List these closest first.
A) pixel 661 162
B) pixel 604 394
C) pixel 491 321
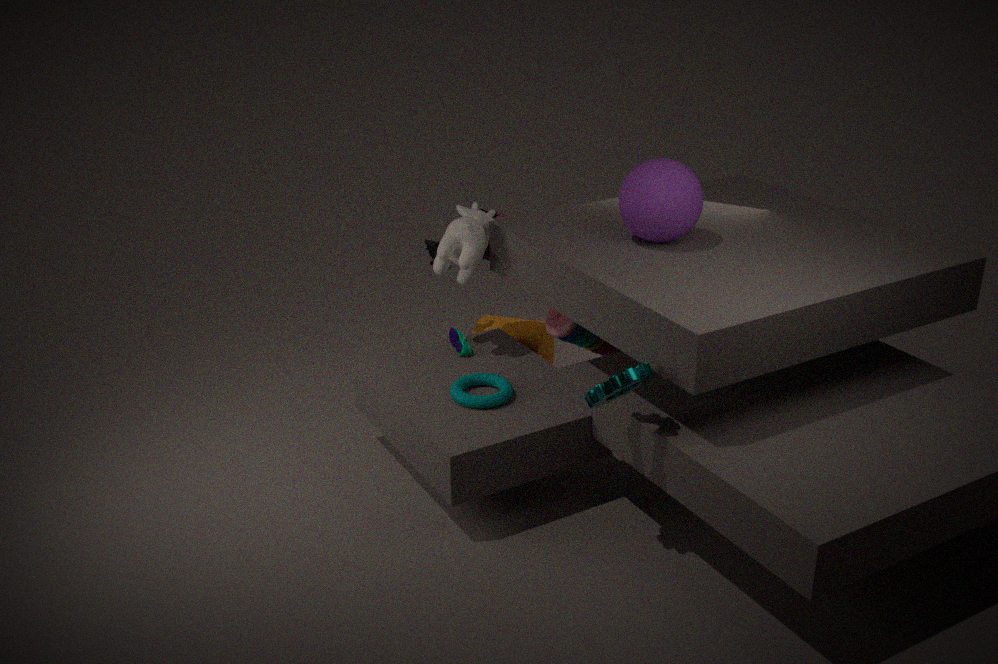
pixel 604 394
pixel 661 162
pixel 491 321
